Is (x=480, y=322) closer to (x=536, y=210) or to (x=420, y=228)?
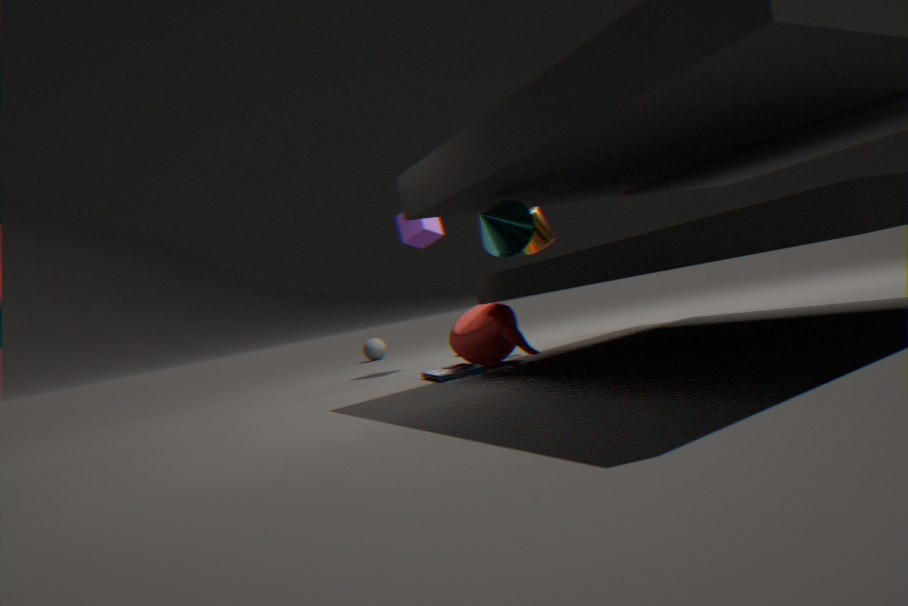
(x=536, y=210)
